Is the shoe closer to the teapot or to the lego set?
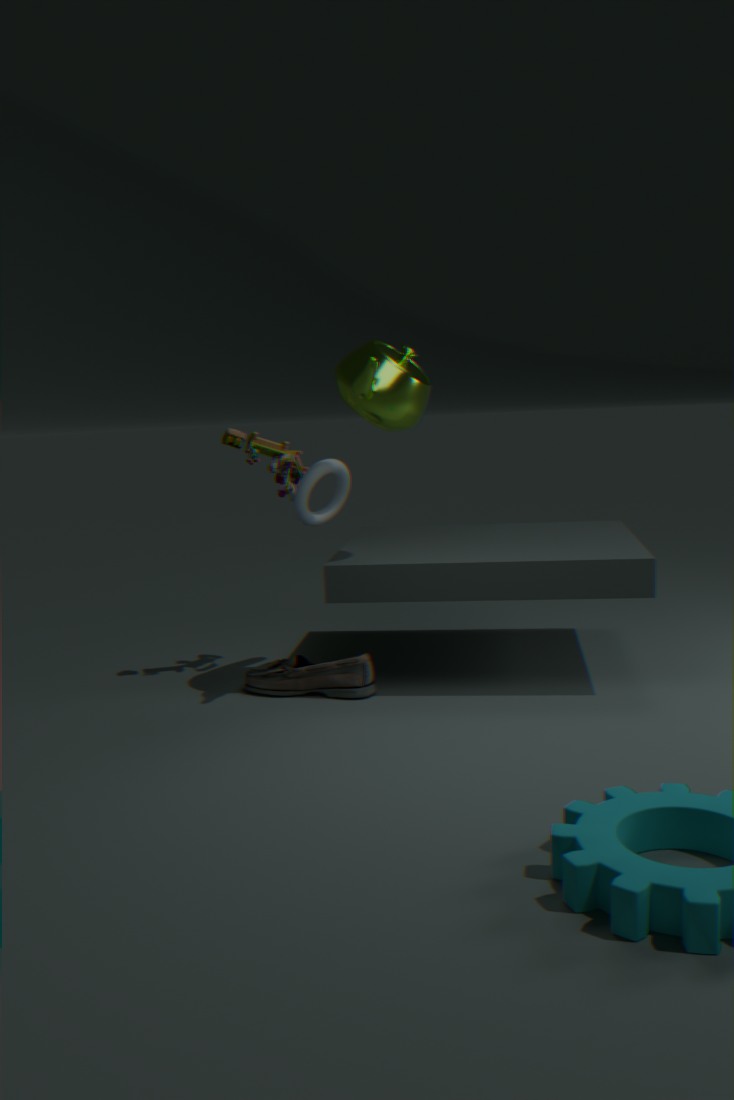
the lego set
